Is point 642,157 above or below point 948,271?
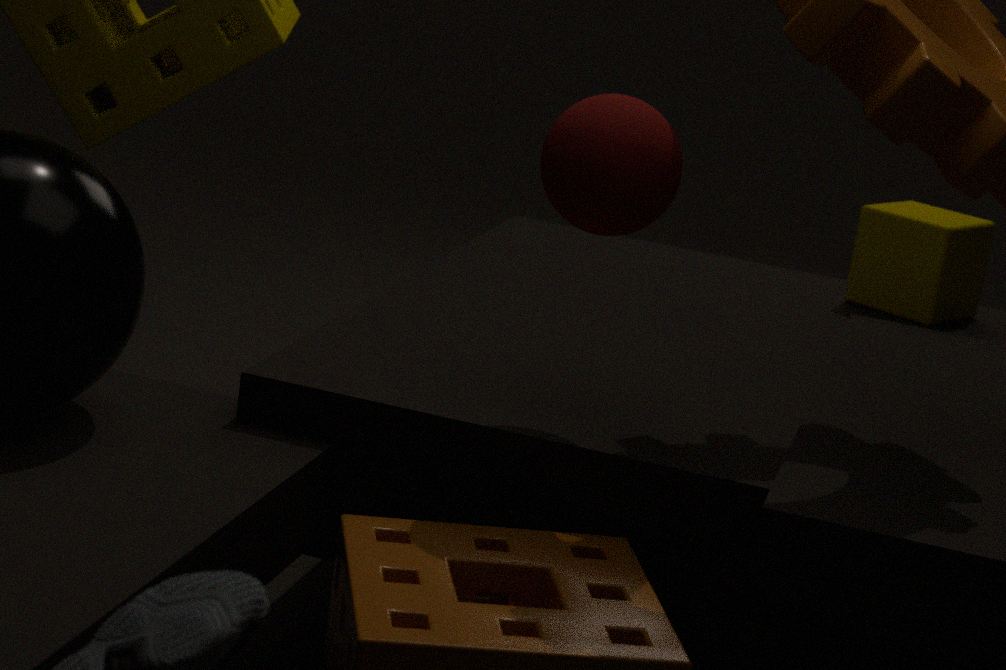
above
